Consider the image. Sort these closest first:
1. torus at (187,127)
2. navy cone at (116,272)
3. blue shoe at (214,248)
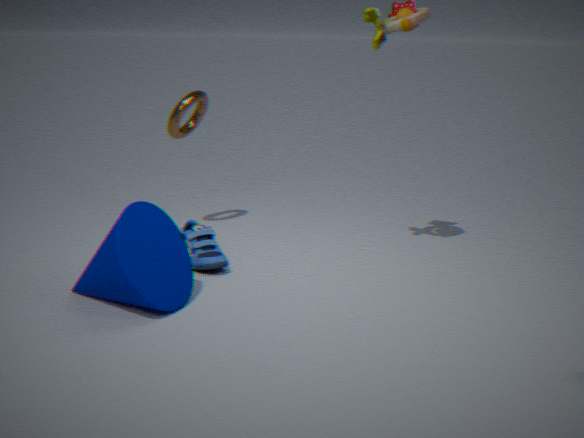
navy cone at (116,272) → blue shoe at (214,248) → torus at (187,127)
